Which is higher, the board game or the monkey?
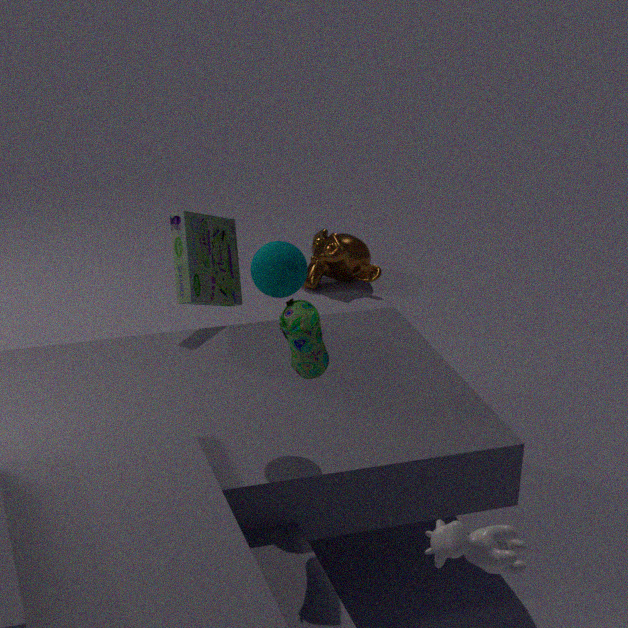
the board game
